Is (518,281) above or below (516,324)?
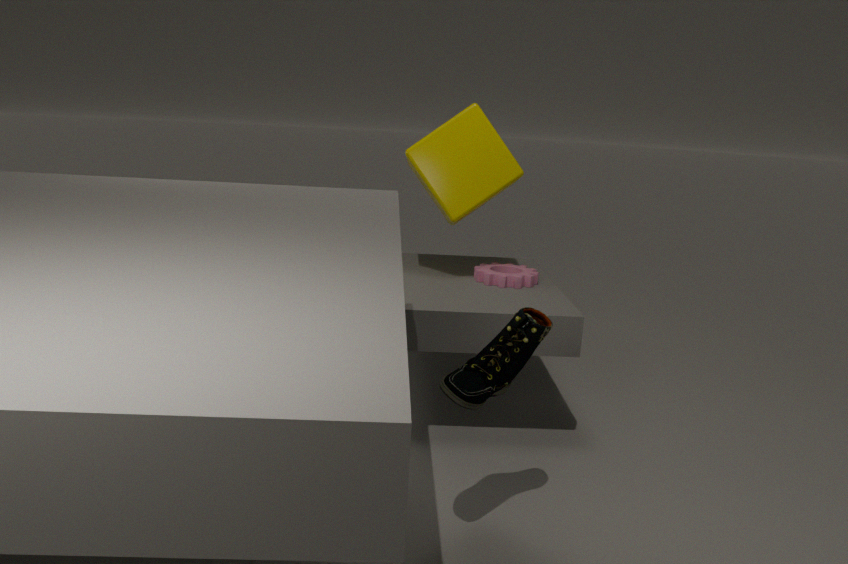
above
